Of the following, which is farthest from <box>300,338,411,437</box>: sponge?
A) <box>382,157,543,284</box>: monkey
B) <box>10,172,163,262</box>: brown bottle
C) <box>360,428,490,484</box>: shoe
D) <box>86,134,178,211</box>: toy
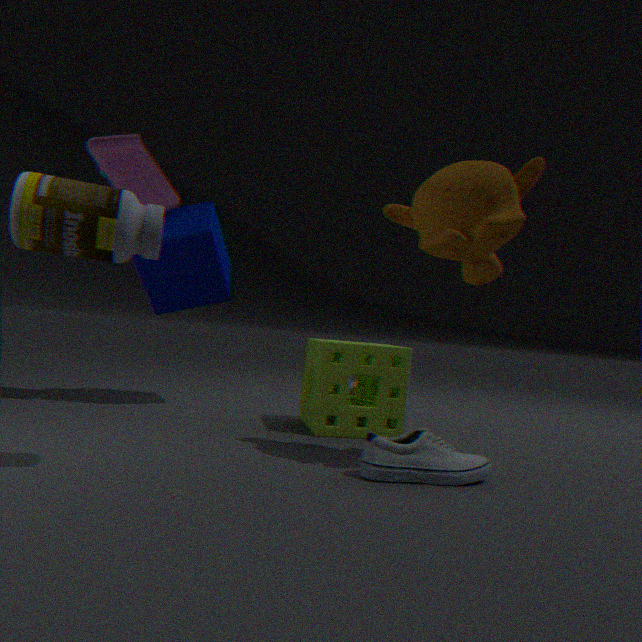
<box>86,134,178,211</box>: toy
